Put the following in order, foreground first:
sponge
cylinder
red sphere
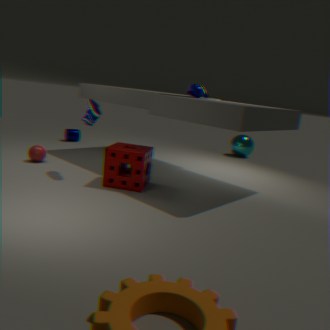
sponge → red sphere → cylinder
